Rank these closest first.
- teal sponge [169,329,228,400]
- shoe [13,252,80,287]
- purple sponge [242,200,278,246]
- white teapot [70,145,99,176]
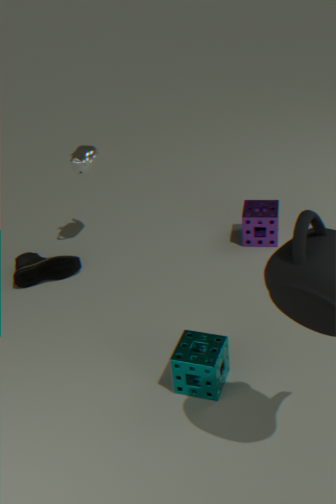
teal sponge [169,329,228,400] → white teapot [70,145,99,176] → shoe [13,252,80,287] → purple sponge [242,200,278,246]
